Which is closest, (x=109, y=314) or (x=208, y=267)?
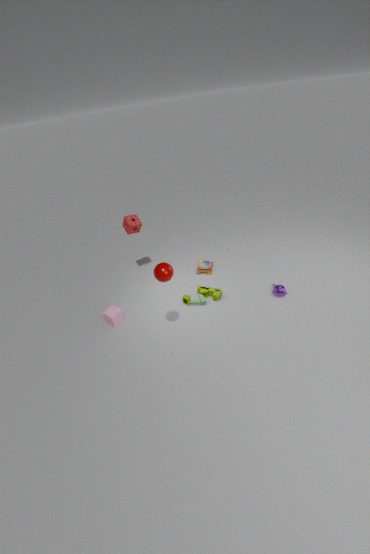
(x=109, y=314)
